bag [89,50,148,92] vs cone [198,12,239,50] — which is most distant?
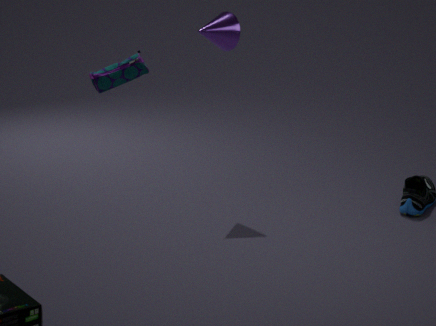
cone [198,12,239,50]
